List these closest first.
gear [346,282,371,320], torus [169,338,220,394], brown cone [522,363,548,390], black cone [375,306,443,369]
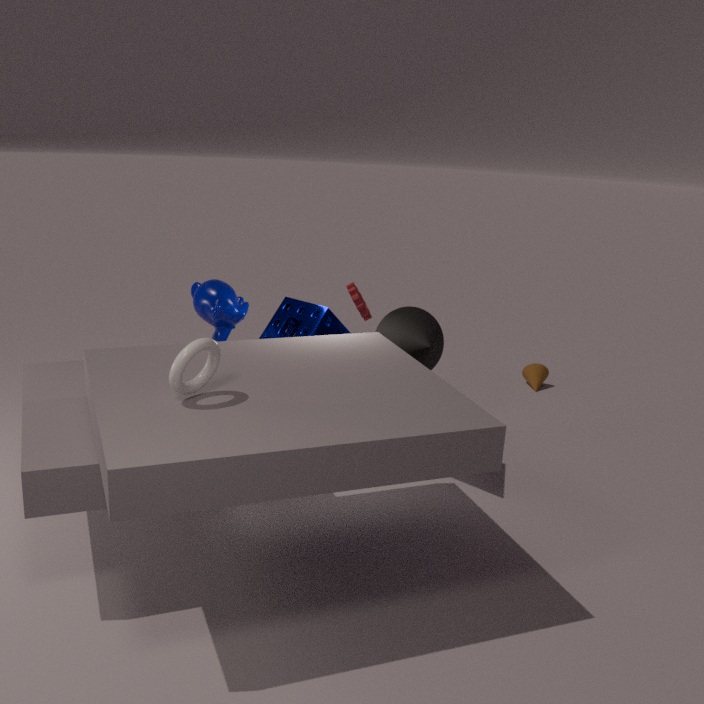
torus [169,338,220,394]
black cone [375,306,443,369]
gear [346,282,371,320]
brown cone [522,363,548,390]
